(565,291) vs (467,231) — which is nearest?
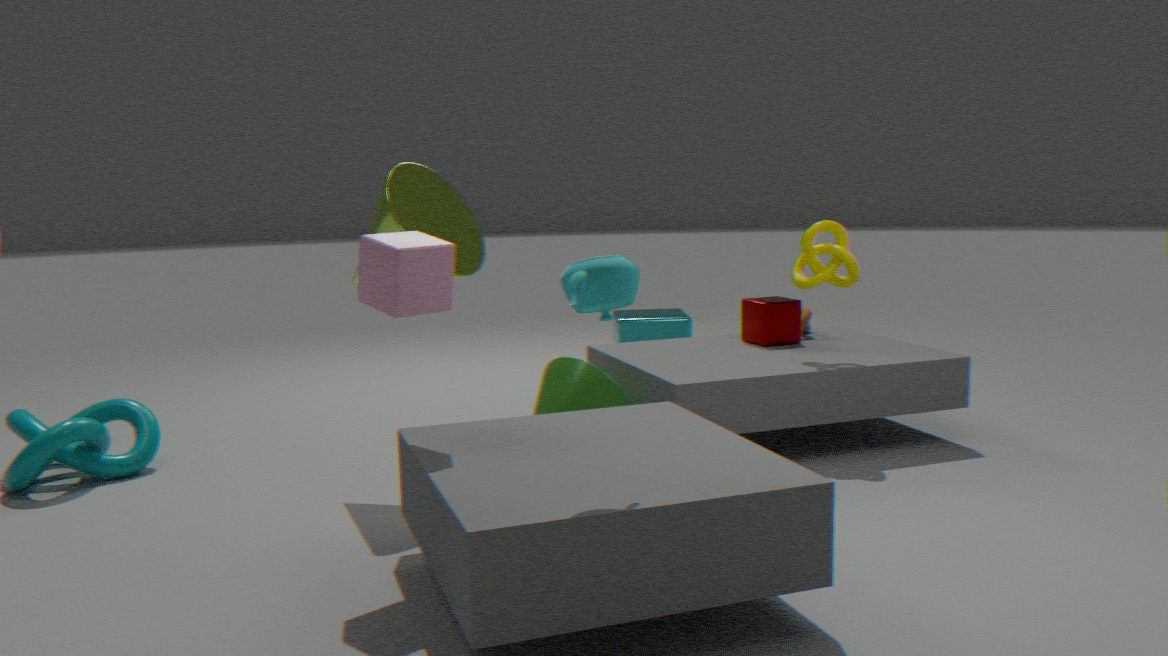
(565,291)
